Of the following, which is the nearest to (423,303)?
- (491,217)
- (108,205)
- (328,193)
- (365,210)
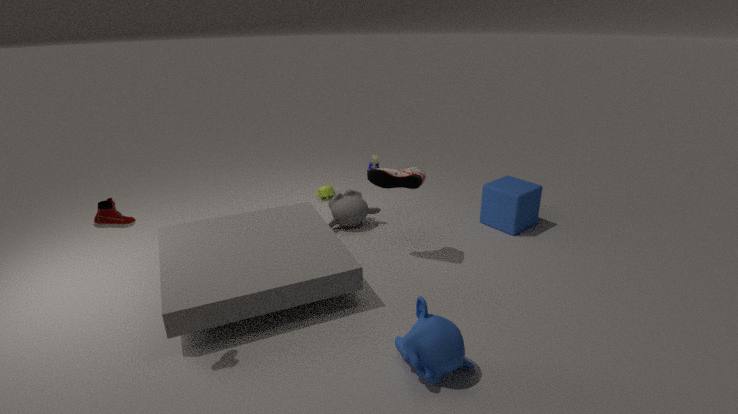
(108,205)
